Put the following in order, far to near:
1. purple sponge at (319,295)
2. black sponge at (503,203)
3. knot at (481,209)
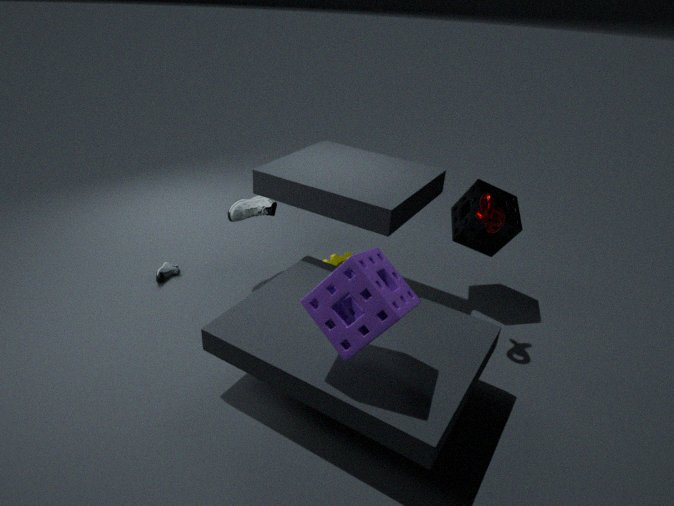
black sponge at (503,203)
knot at (481,209)
purple sponge at (319,295)
